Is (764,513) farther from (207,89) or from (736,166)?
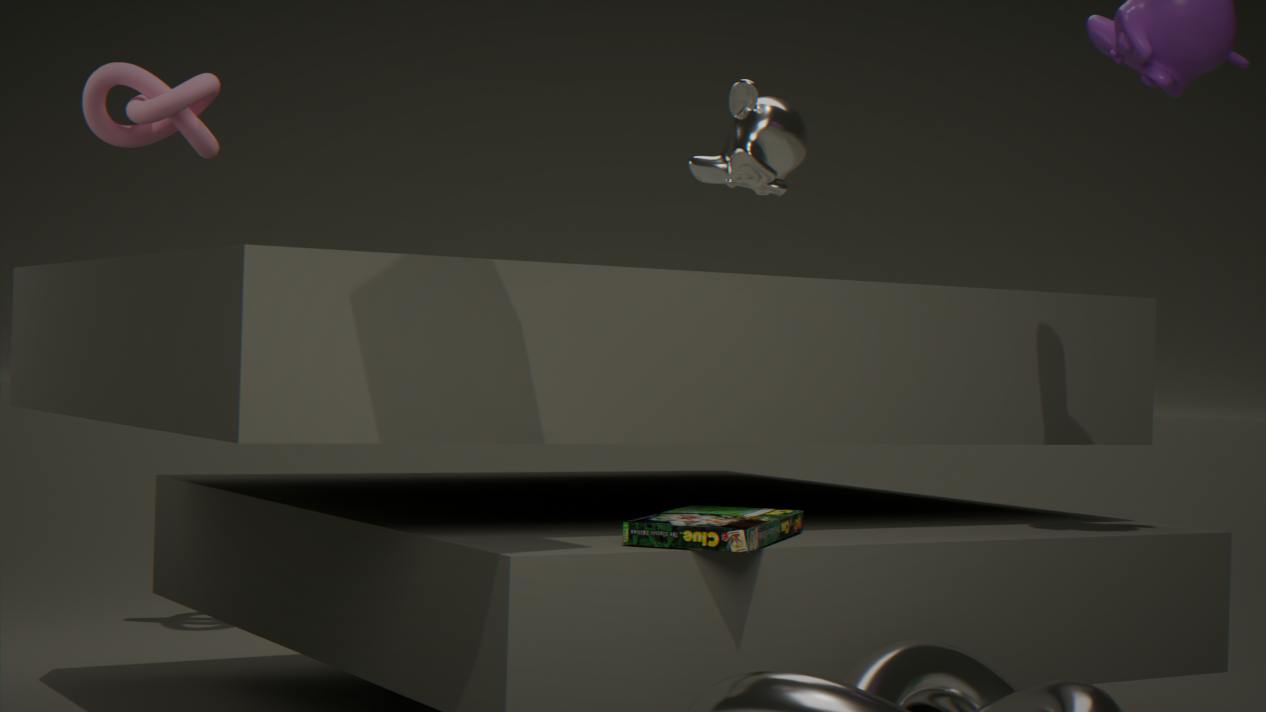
(207,89)
